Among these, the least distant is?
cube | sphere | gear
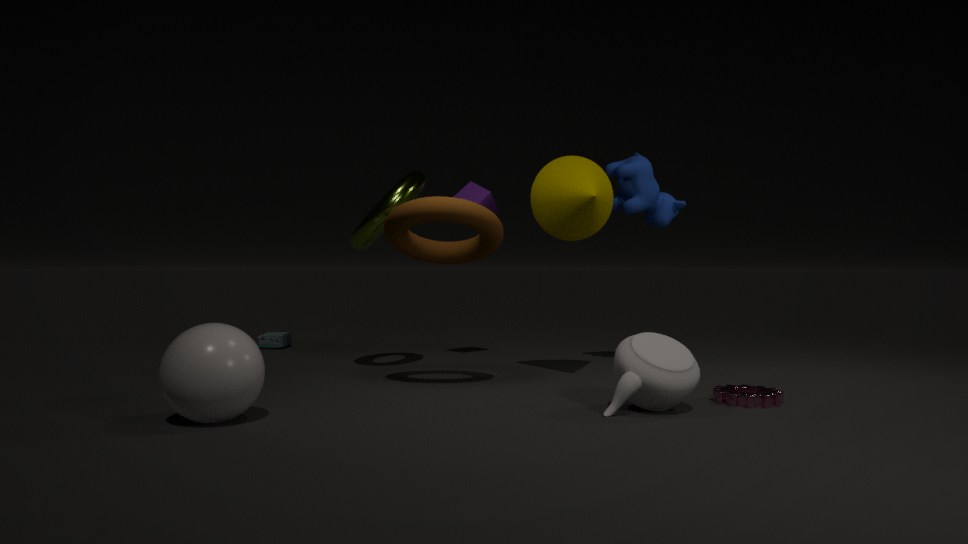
sphere
